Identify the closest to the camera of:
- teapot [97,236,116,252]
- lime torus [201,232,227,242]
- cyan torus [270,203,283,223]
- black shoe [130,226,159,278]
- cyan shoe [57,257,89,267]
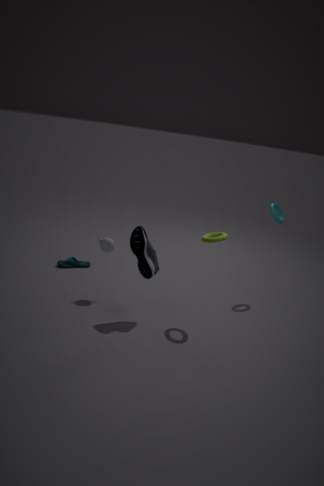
black shoe [130,226,159,278]
